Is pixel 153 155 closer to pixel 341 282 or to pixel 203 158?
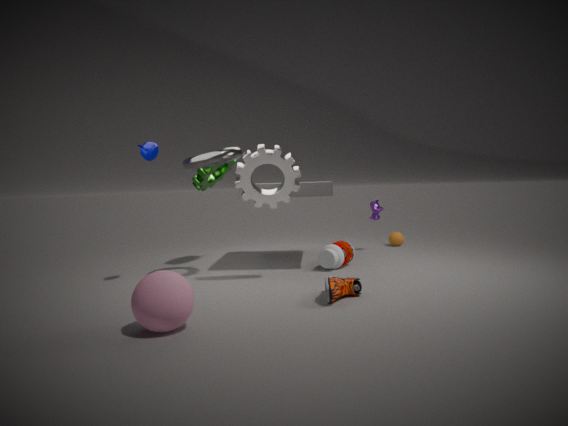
pixel 203 158
